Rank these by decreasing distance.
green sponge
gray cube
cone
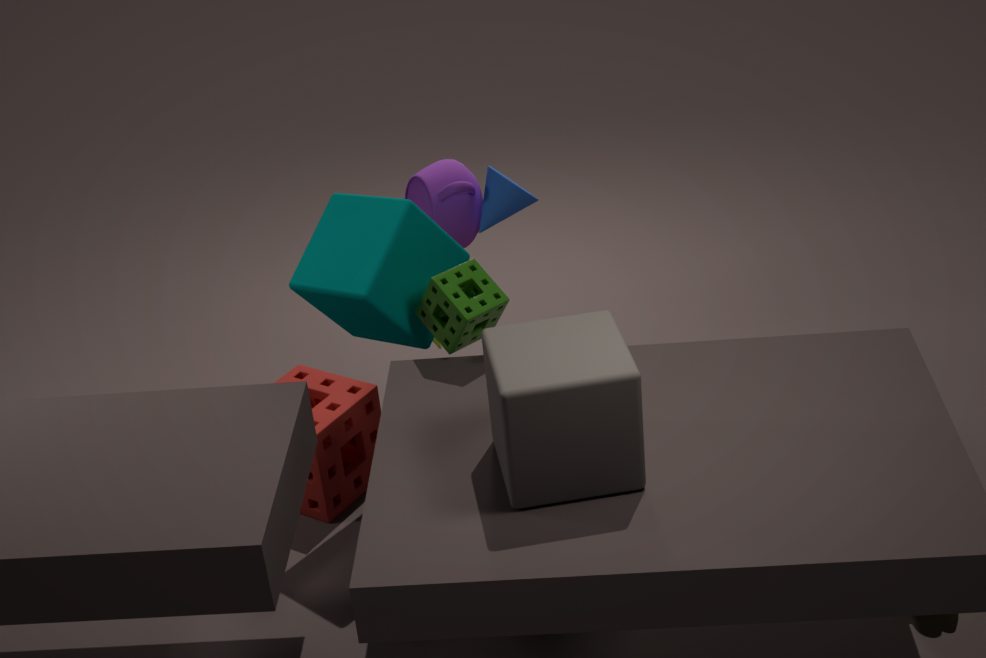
cone < green sponge < gray cube
